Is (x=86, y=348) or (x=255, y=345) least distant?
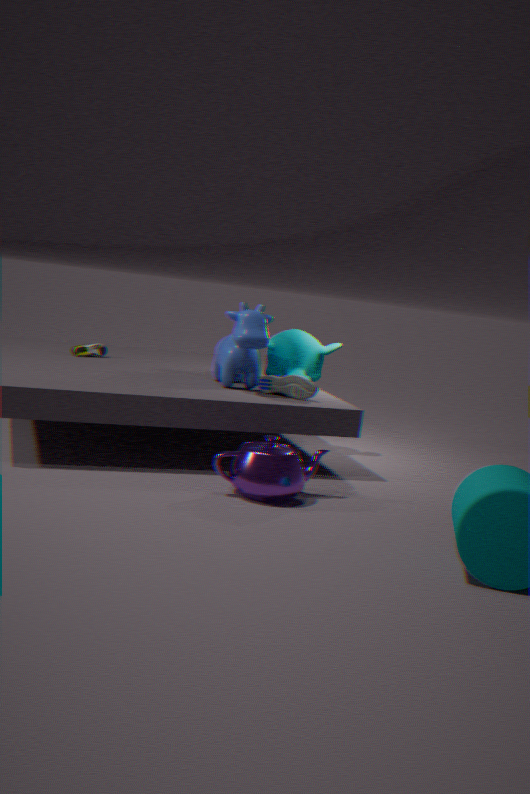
(x=255, y=345)
